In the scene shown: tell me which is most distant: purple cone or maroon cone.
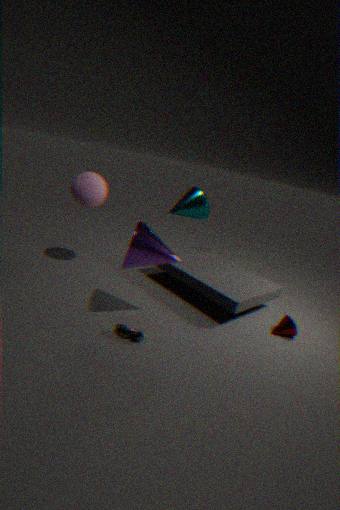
maroon cone
